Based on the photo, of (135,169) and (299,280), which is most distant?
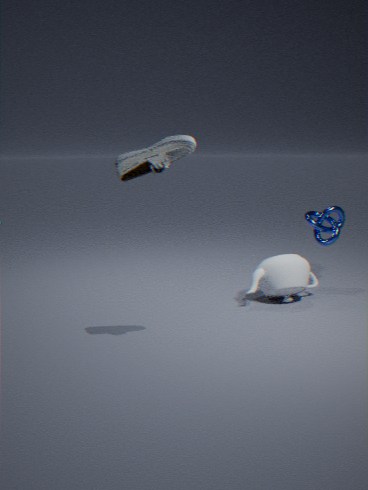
(299,280)
